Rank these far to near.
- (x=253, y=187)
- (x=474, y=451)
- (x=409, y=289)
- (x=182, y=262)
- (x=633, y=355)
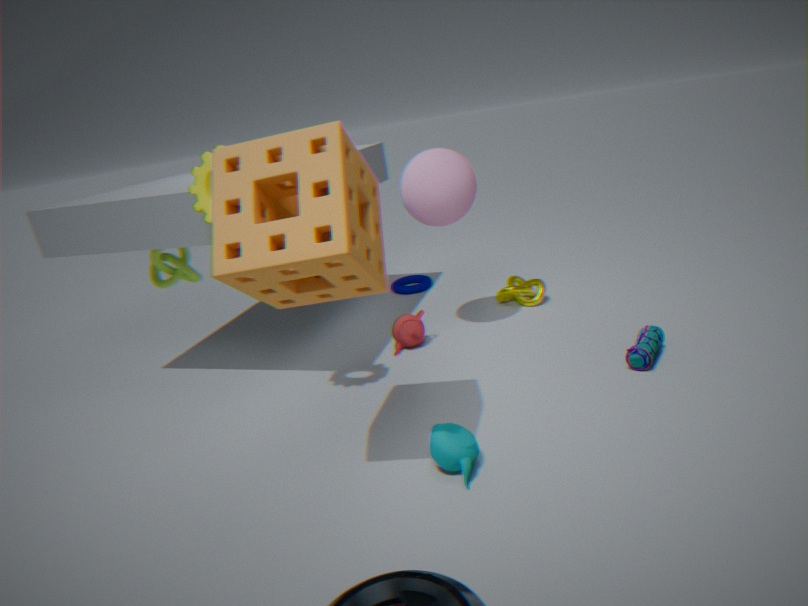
(x=409, y=289) < (x=182, y=262) < (x=633, y=355) < (x=474, y=451) < (x=253, y=187)
